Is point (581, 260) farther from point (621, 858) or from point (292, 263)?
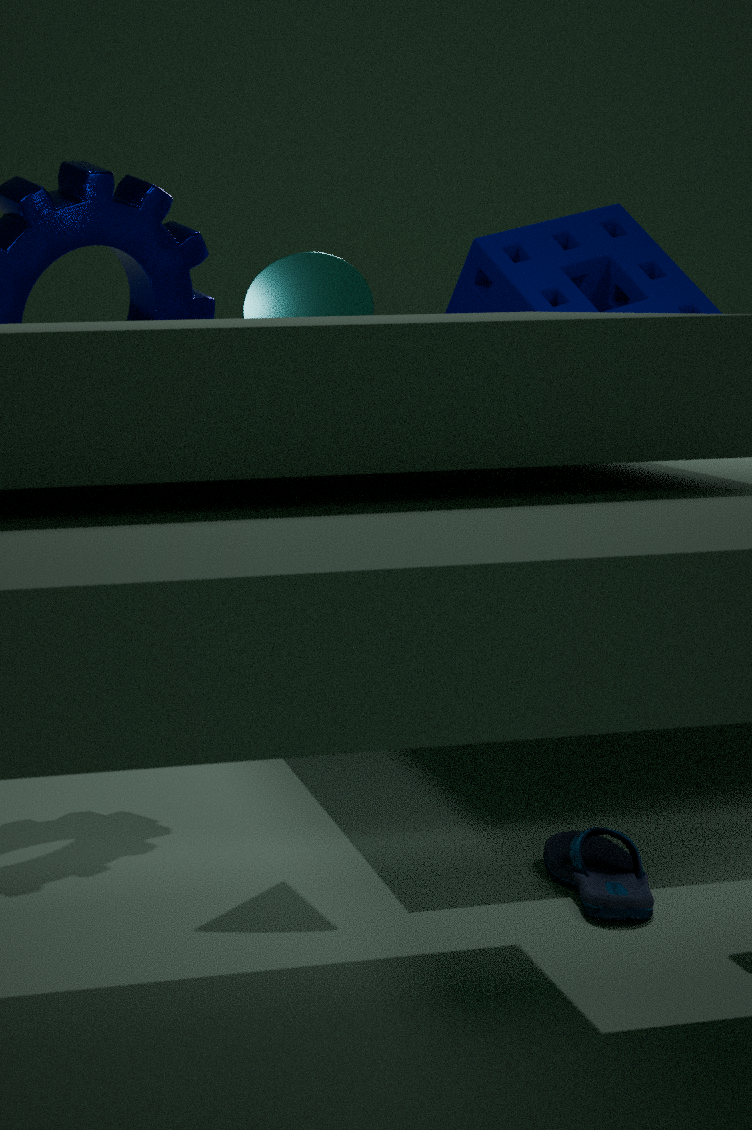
point (621, 858)
